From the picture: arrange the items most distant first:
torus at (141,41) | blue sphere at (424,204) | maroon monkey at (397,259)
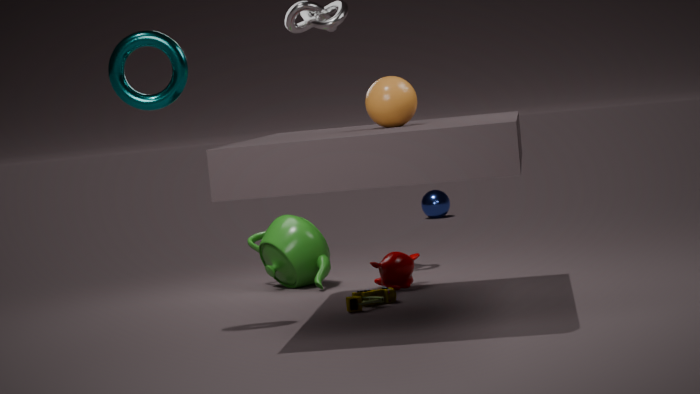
blue sphere at (424,204), maroon monkey at (397,259), torus at (141,41)
